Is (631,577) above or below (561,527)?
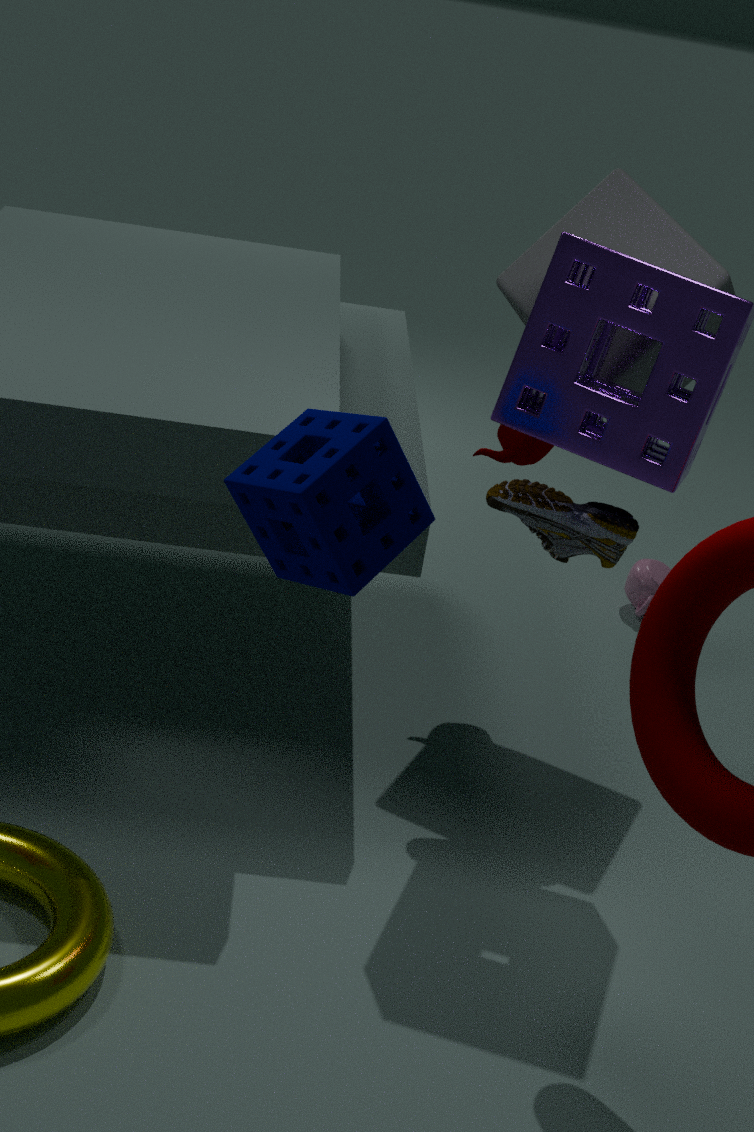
below
